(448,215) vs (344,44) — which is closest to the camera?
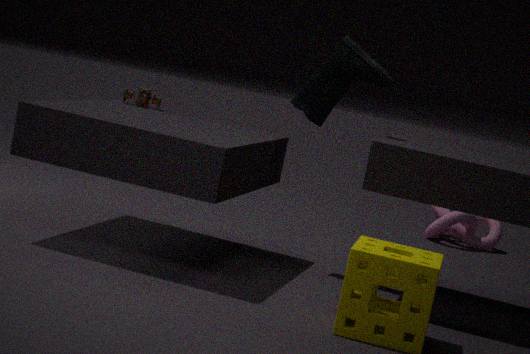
(344,44)
